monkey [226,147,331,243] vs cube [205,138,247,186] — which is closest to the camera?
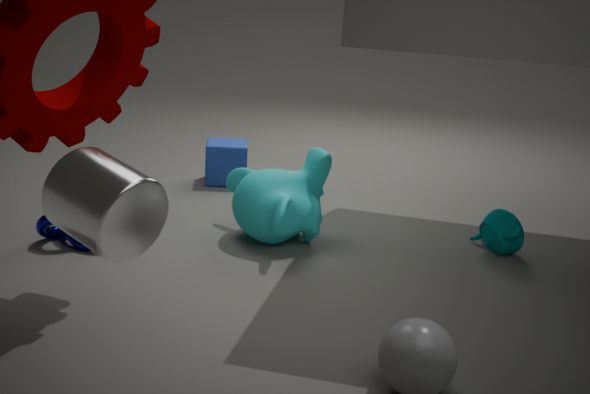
monkey [226,147,331,243]
